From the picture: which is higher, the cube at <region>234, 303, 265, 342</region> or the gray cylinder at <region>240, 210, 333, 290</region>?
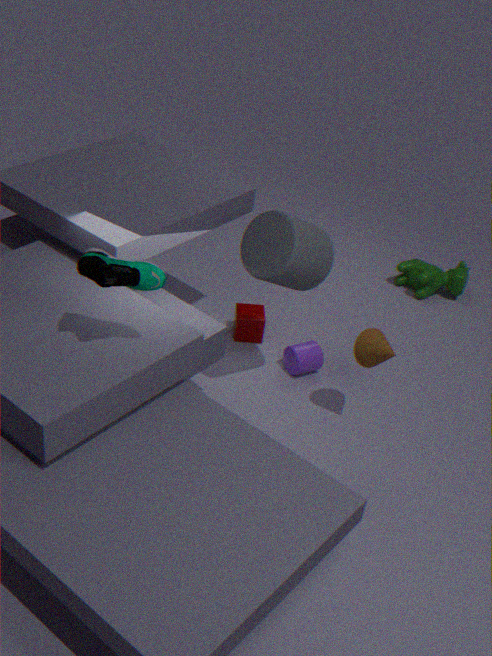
the gray cylinder at <region>240, 210, 333, 290</region>
